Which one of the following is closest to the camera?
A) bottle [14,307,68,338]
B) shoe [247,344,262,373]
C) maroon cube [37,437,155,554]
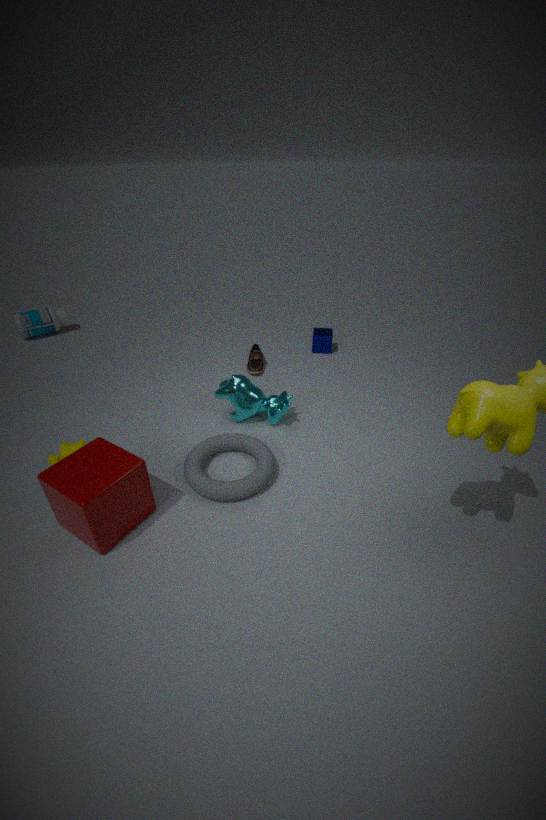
maroon cube [37,437,155,554]
